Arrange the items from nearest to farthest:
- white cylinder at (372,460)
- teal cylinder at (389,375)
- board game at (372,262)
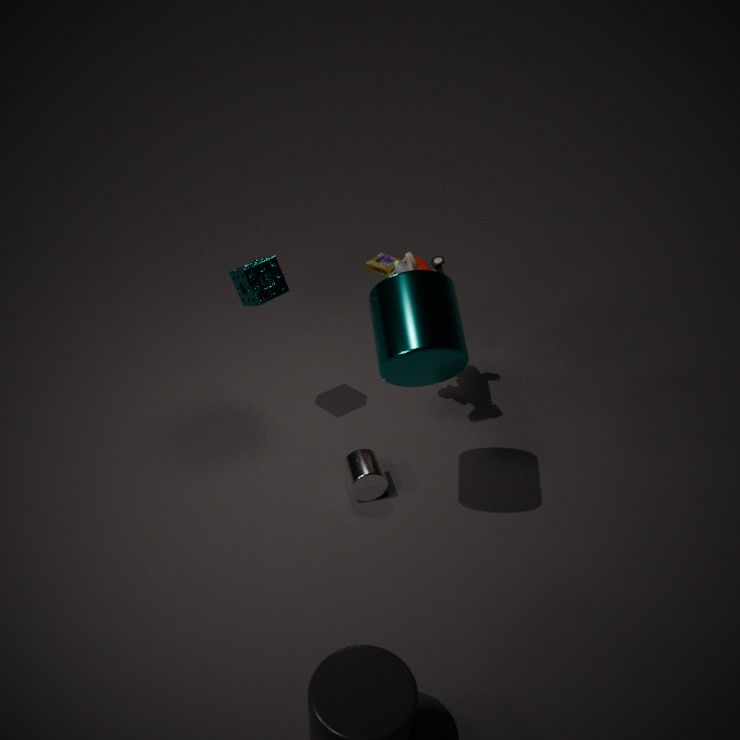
teal cylinder at (389,375)
white cylinder at (372,460)
board game at (372,262)
